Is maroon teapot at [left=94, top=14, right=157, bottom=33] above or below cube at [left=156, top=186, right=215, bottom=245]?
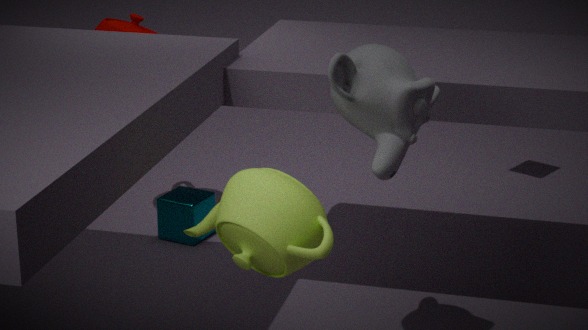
above
